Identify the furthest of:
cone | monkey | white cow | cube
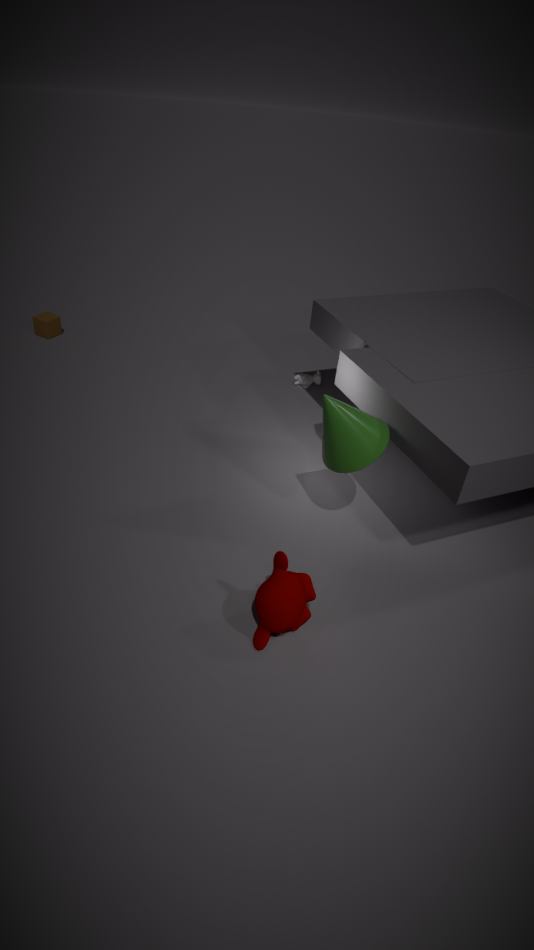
cube
